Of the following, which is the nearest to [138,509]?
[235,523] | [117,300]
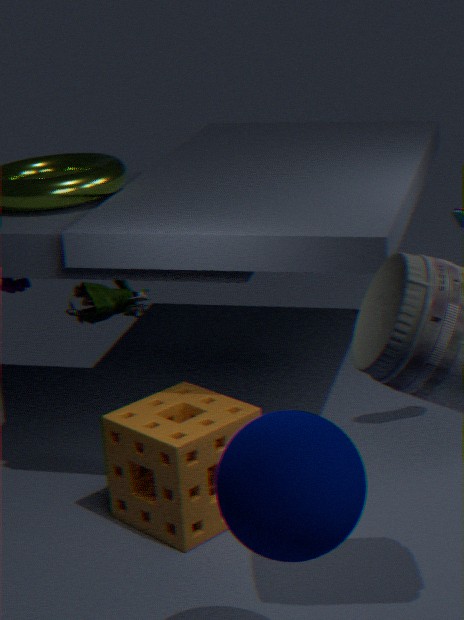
[235,523]
